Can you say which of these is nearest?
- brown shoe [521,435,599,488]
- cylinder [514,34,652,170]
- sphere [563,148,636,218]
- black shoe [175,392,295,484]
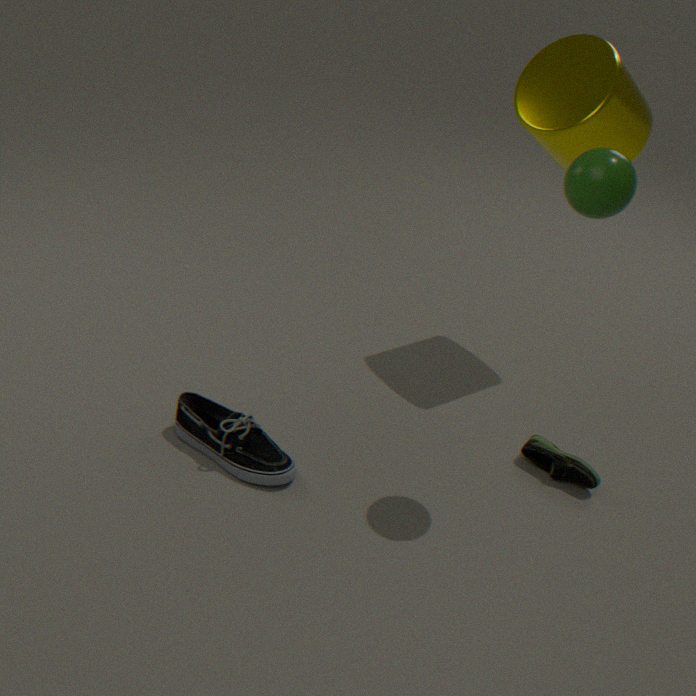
sphere [563,148,636,218]
